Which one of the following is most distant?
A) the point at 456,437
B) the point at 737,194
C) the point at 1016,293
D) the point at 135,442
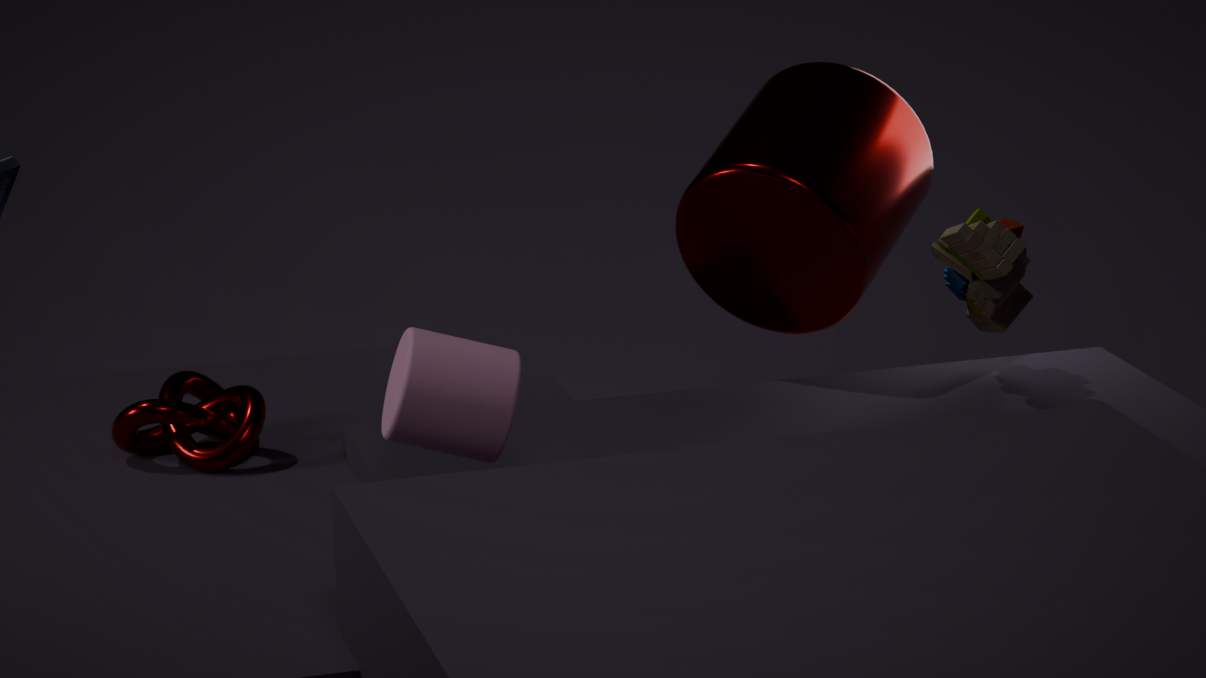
the point at 1016,293
